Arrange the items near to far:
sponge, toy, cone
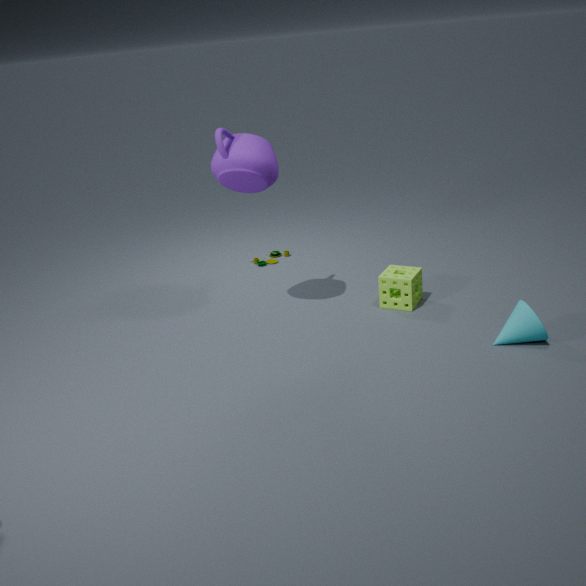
1. cone
2. sponge
3. toy
